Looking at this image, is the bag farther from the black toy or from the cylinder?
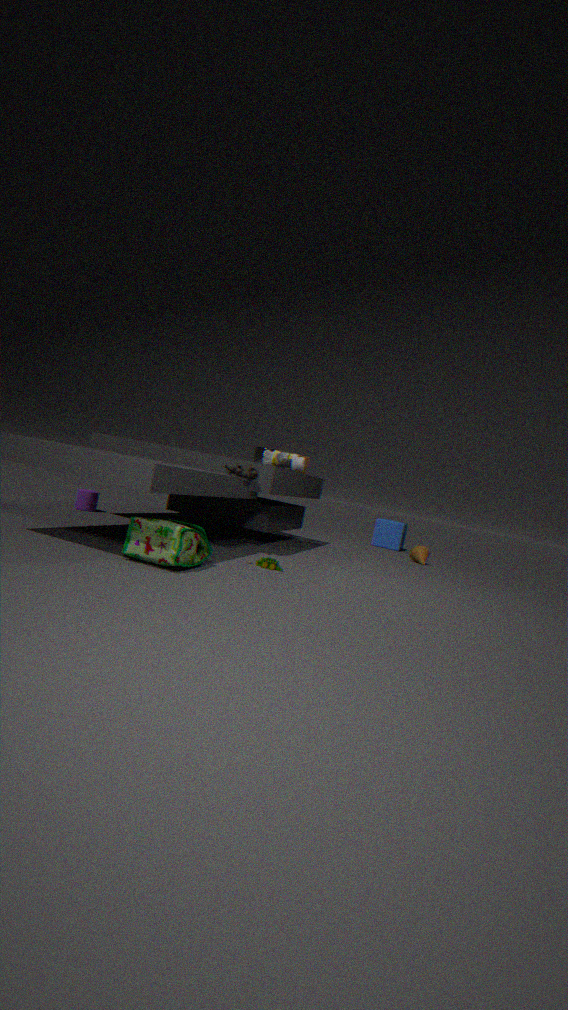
the cylinder
